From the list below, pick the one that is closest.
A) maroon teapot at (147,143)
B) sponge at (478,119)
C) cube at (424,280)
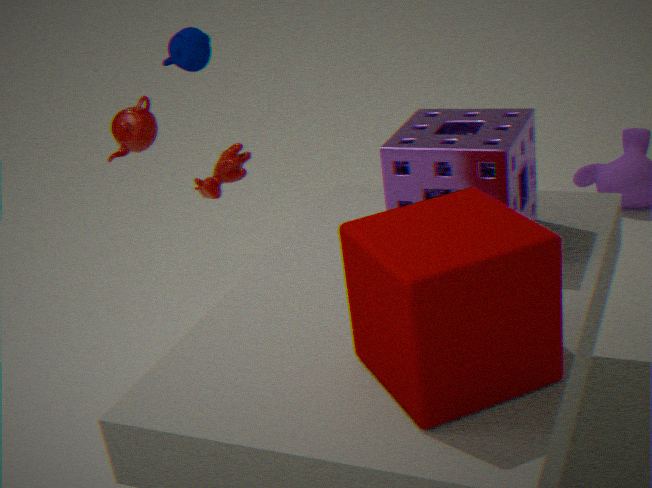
cube at (424,280)
